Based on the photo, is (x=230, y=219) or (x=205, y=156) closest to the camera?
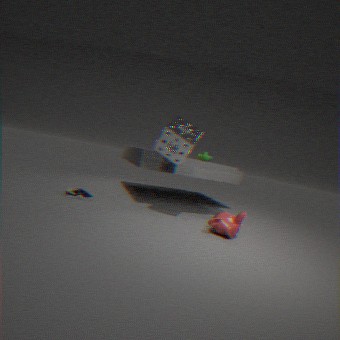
(x=230, y=219)
